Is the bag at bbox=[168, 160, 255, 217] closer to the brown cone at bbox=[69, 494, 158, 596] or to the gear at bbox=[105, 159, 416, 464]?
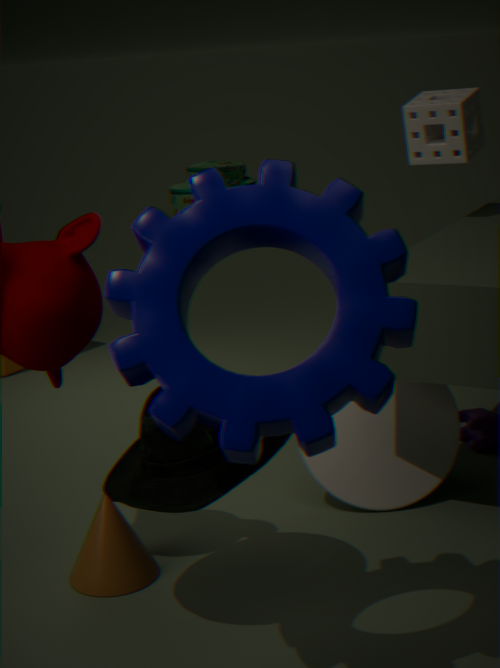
the brown cone at bbox=[69, 494, 158, 596]
